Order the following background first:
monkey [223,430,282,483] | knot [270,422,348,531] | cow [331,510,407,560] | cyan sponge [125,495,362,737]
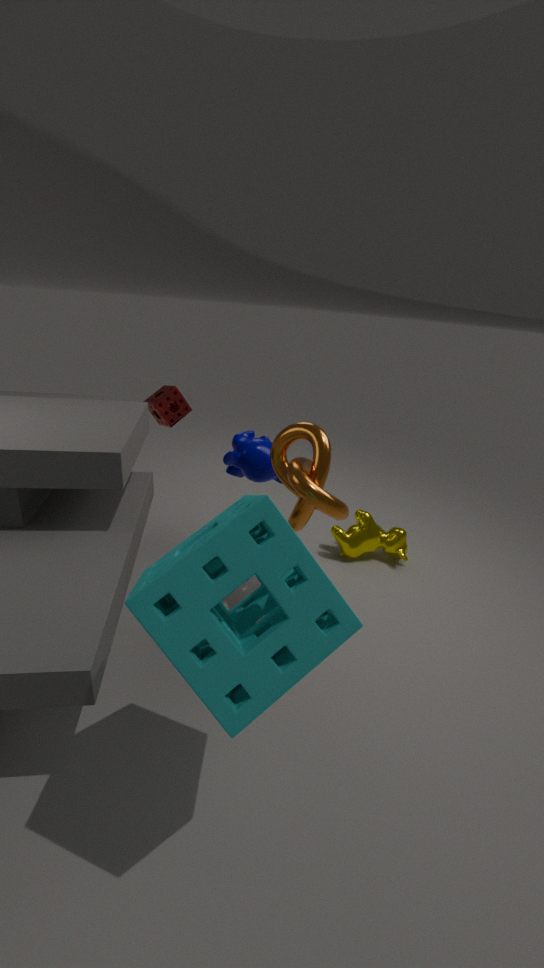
cow [331,510,407,560]
monkey [223,430,282,483]
knot [270,422,348,531]
cyan sponge [125,495,362,737]
